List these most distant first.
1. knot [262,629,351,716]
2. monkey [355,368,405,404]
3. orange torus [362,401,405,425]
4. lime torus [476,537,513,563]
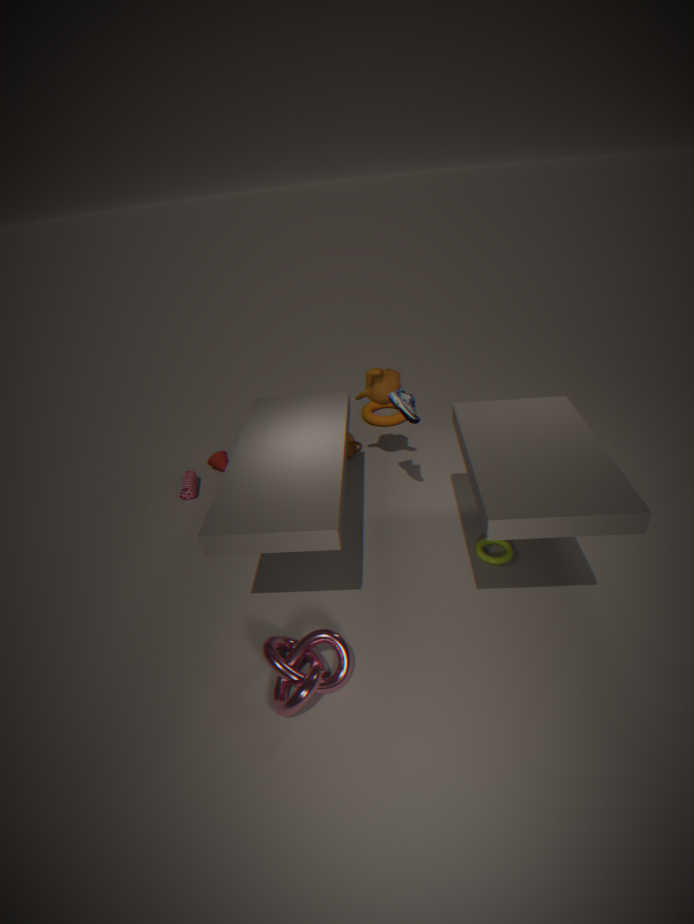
orange torus [362,401,405,425]
monkey [355,368,405,404]
lime torus [476,537,513,563]
knot [262,629,351,716]
